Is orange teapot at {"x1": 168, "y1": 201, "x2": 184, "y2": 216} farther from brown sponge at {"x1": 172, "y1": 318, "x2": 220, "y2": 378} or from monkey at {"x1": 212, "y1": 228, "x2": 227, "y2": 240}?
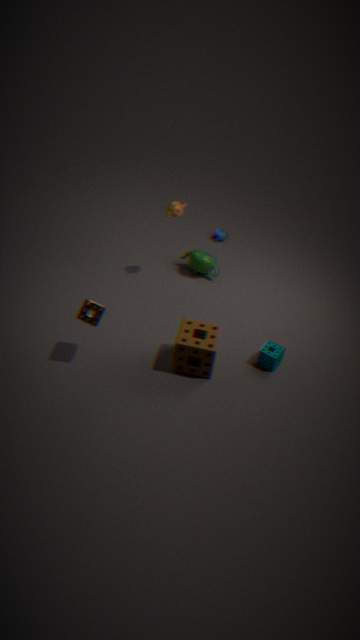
brown sponge at {"x1": 172, "y1": 318, "x2": 220, "y2": 378}
